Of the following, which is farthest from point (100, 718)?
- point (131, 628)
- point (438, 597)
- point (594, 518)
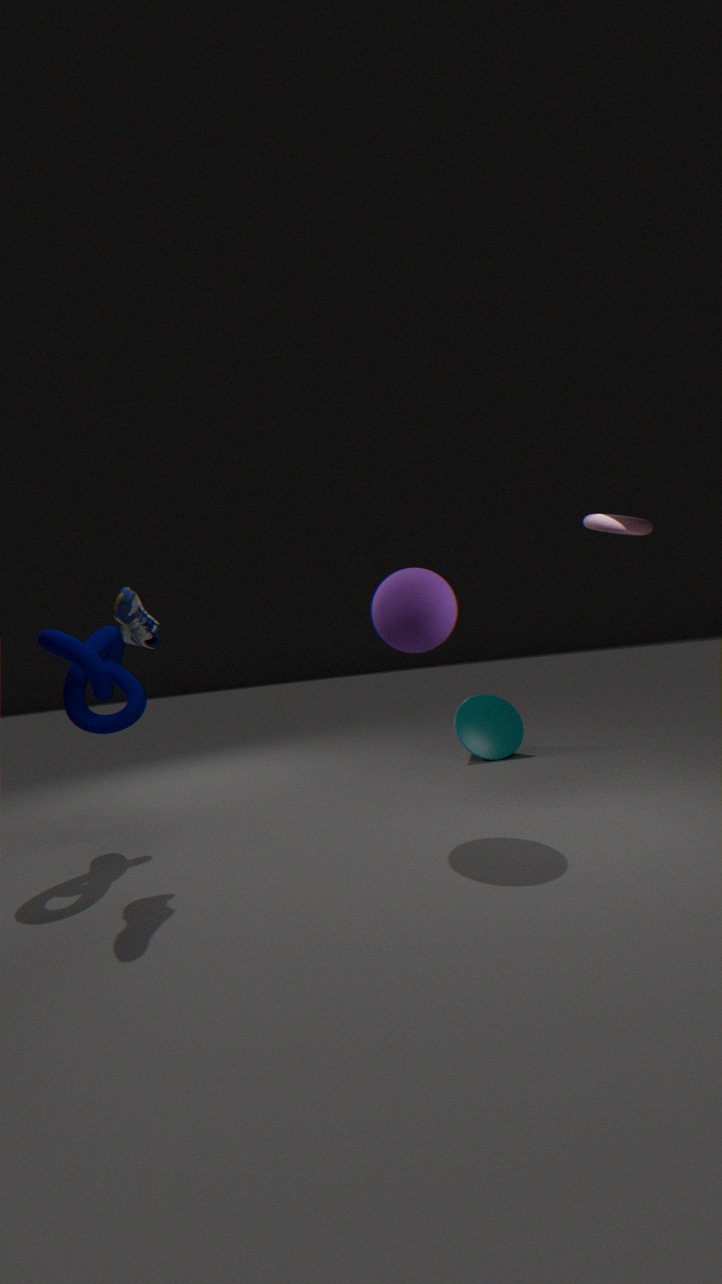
point (594, 518)
